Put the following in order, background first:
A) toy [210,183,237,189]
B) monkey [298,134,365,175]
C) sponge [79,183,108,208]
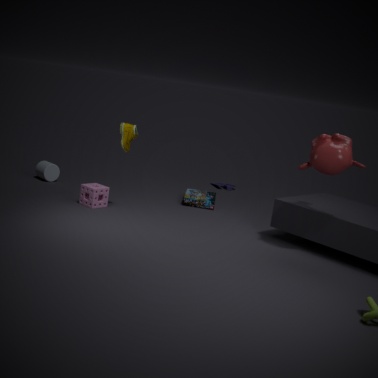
toy [210,183,237,189], sponge [79,183,108,208], monkey [298,134,365,175]
